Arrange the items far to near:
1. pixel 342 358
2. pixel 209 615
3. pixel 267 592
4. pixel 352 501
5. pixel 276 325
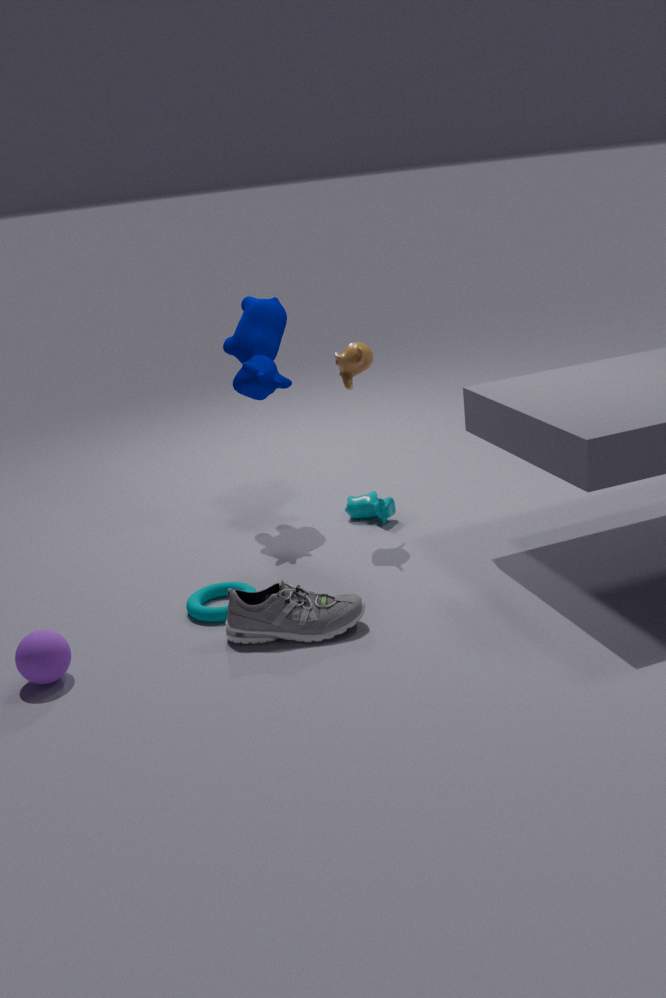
pixel 352 501 → pixel 276 325 → pixel 342 358 → pixel 209 615 → pixel 267 592
